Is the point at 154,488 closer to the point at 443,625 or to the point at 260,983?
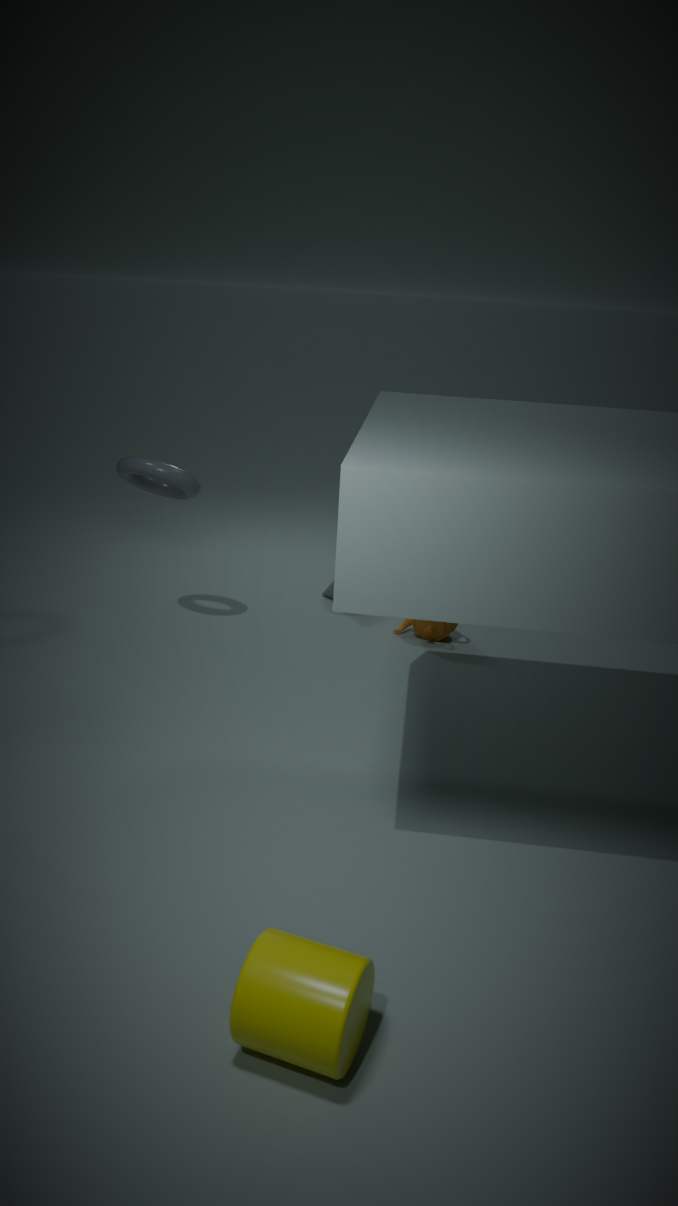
the point at 443,625
